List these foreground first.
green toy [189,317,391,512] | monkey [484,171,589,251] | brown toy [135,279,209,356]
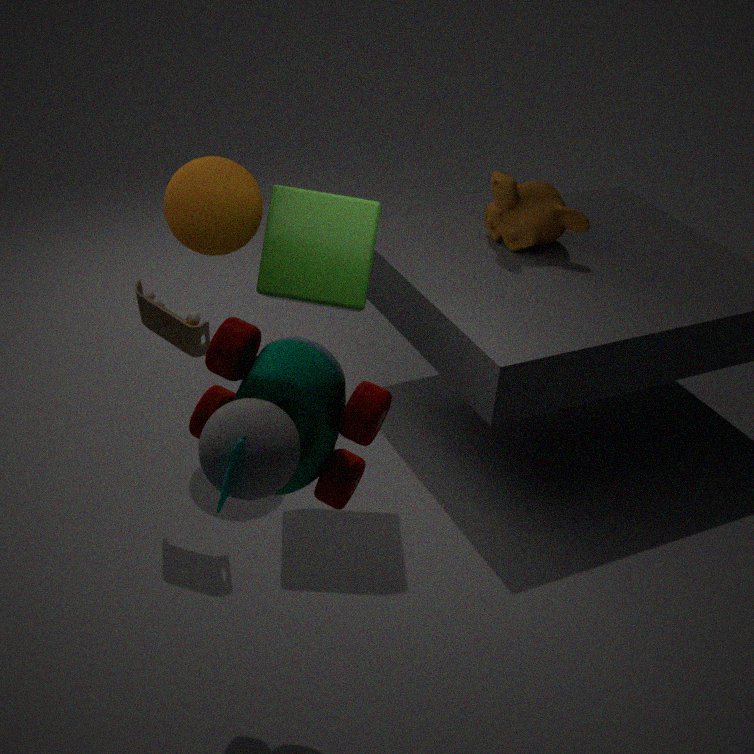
green toy [189,317,391,512], brown toy [135,279,209,356], monkey [484,171,589,251]
